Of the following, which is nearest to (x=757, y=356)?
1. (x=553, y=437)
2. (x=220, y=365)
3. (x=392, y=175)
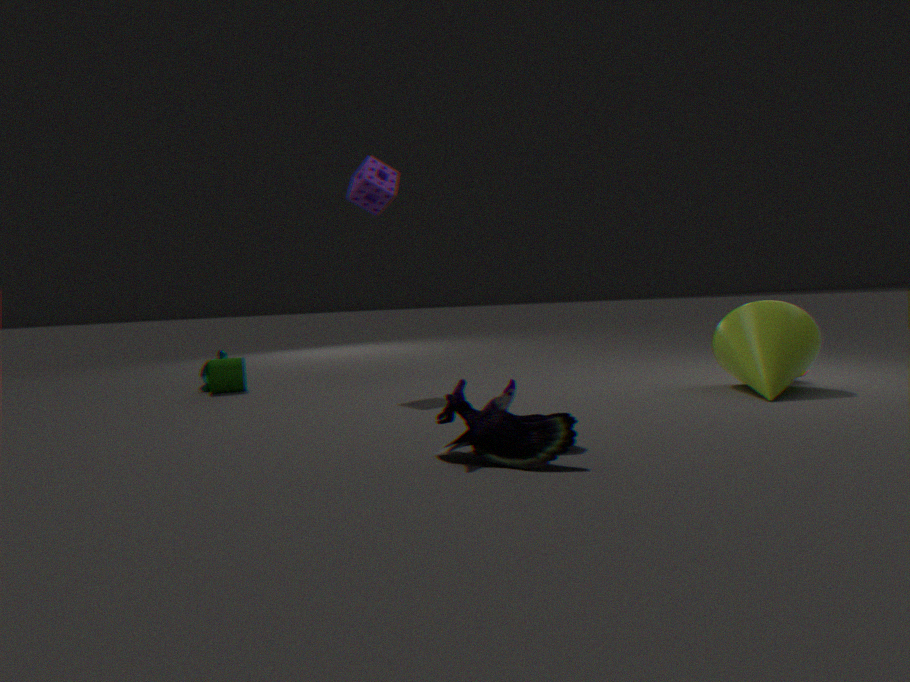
(x=553, y=437)
